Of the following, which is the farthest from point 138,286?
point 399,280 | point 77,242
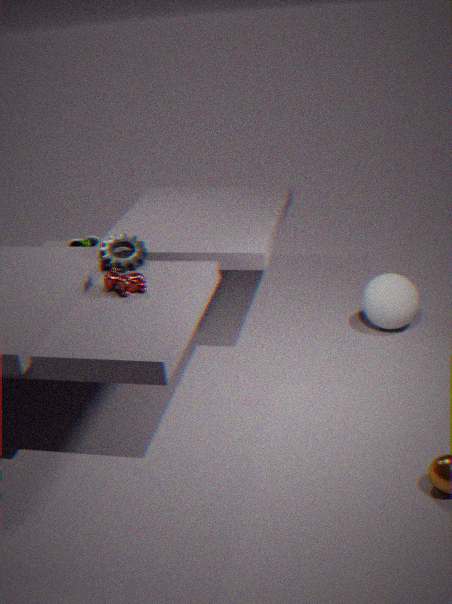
point 399,280
